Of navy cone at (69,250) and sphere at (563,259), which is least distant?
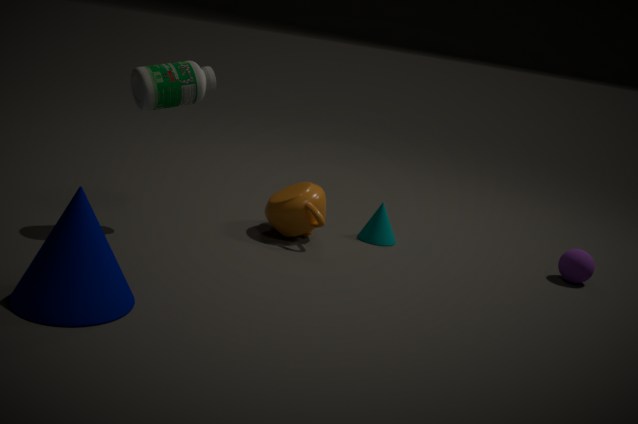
navy cone at (69,250)
